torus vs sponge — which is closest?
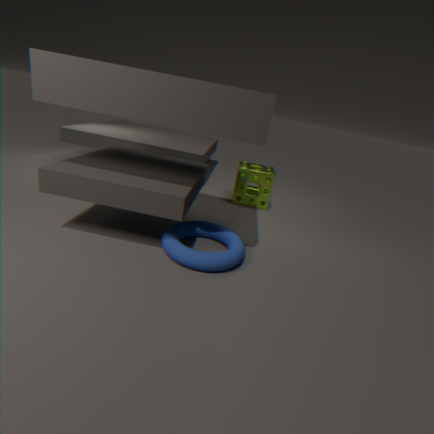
torus
